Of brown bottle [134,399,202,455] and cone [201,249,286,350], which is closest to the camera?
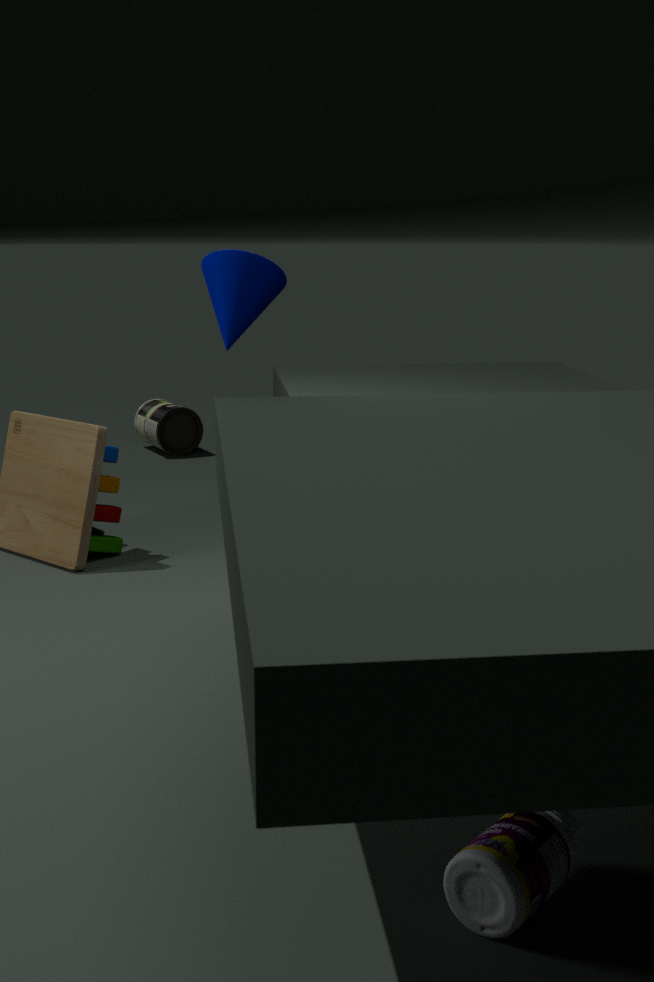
cone [201,249,286,350]
